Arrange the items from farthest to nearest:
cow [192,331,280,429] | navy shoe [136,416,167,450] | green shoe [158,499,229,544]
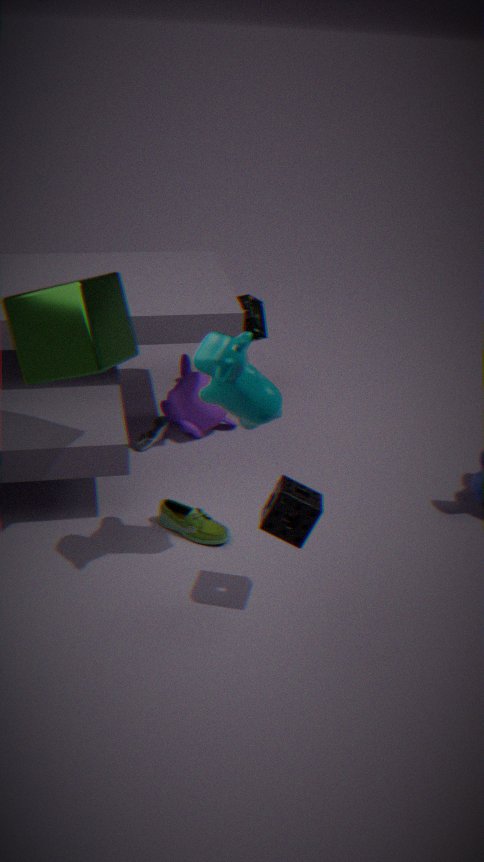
navy shoe [136,416,167,450]
green shoe [158,499,229,544]
cow [192,331,280,429]
